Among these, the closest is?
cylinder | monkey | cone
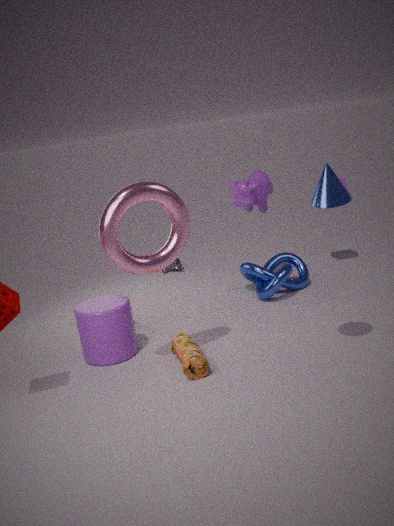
cone
